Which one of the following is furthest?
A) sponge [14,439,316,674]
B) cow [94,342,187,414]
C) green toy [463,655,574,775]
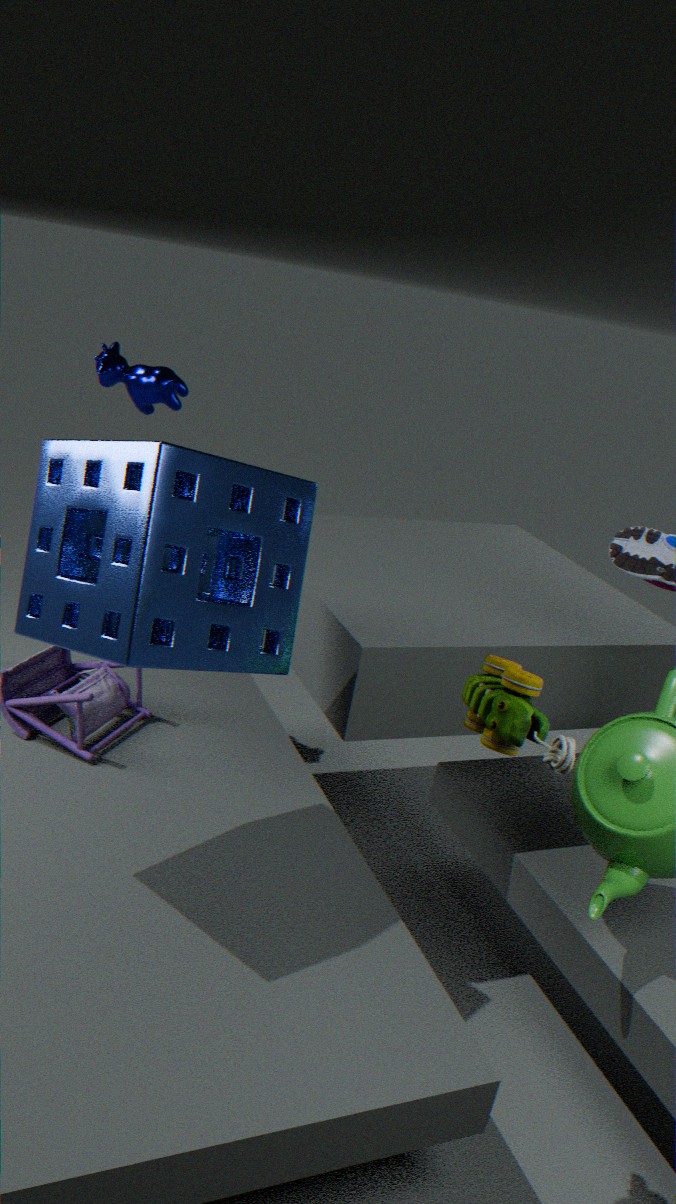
cow [94,342,187,414]
